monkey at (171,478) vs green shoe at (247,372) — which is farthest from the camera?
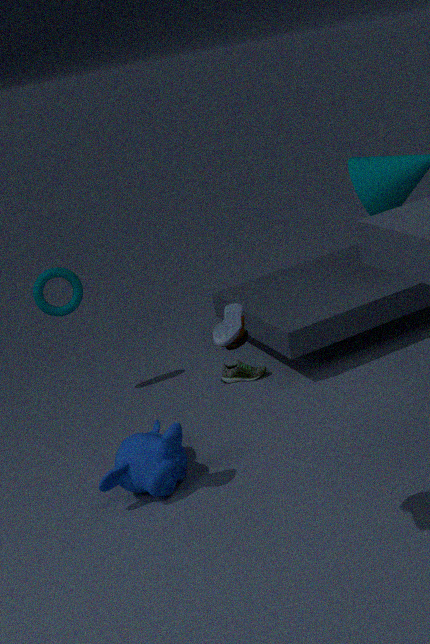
green shoe at (247,372)
